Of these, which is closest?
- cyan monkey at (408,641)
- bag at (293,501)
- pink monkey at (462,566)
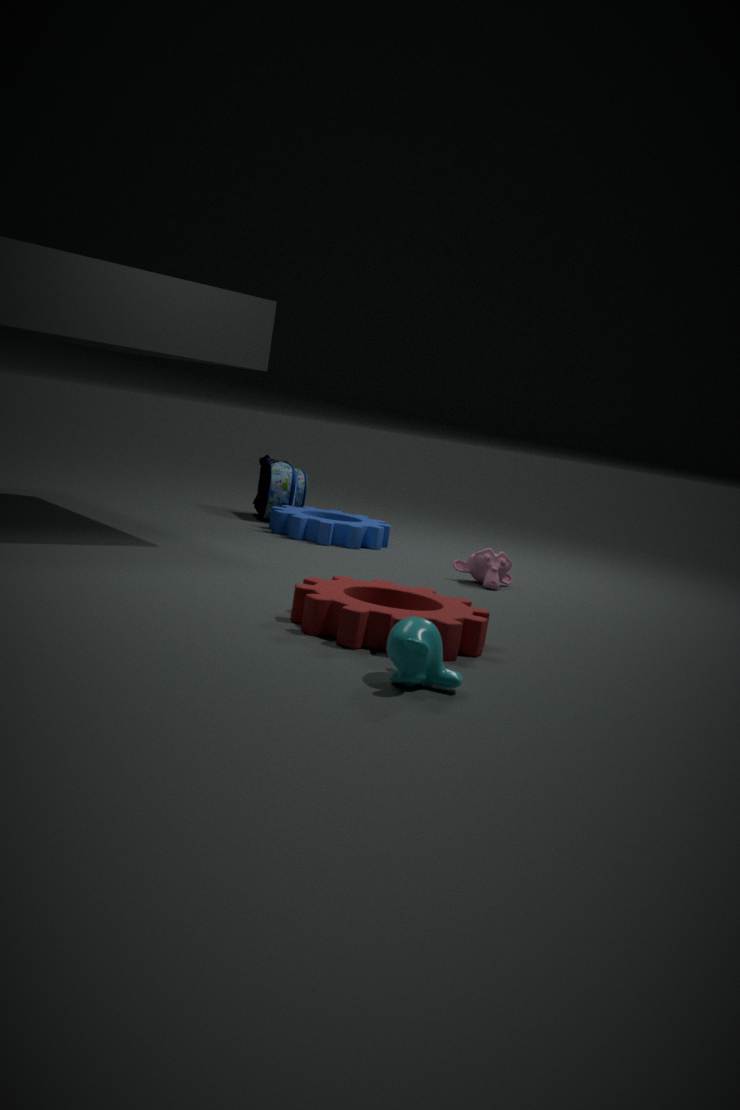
cyan monkey at (408,641)
